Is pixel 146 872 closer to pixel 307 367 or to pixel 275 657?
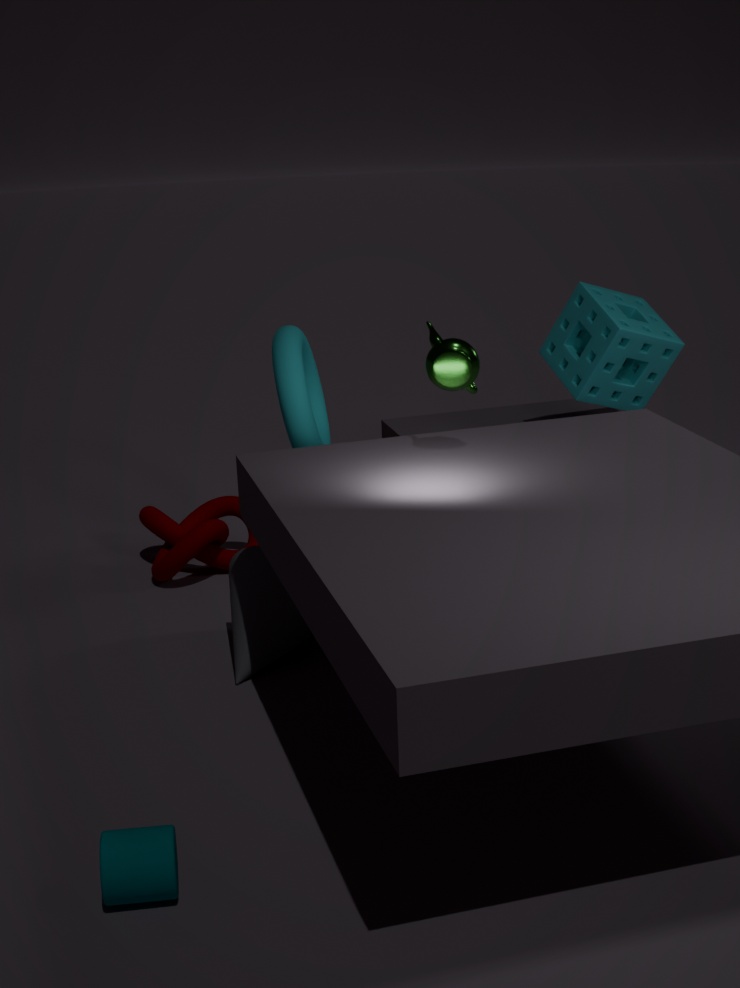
pixel 275 657
